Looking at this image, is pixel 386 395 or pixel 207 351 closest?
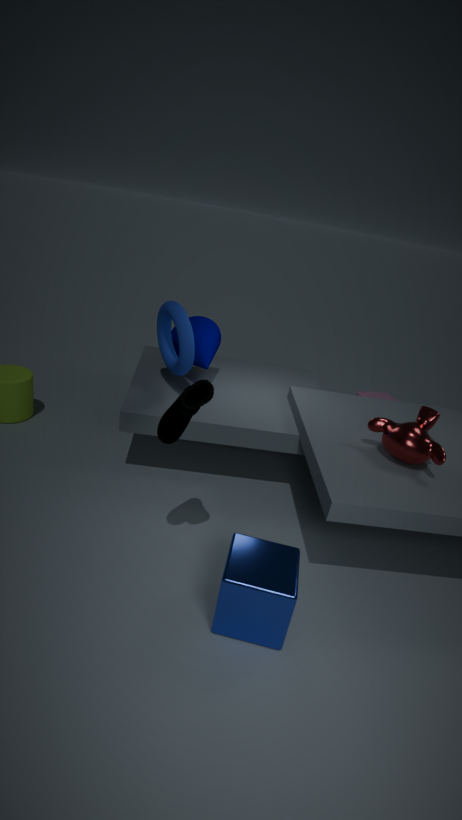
pixel 207 351
